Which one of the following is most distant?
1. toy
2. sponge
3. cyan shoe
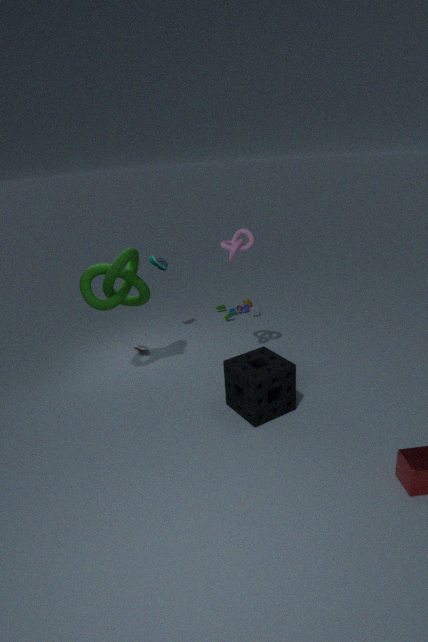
toy
